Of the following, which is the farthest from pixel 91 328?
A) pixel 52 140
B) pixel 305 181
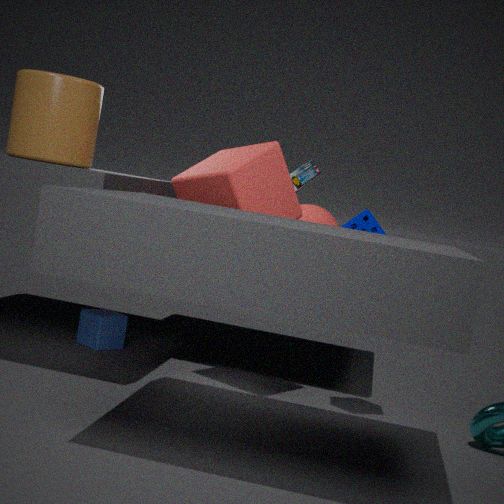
pixel 52 140
